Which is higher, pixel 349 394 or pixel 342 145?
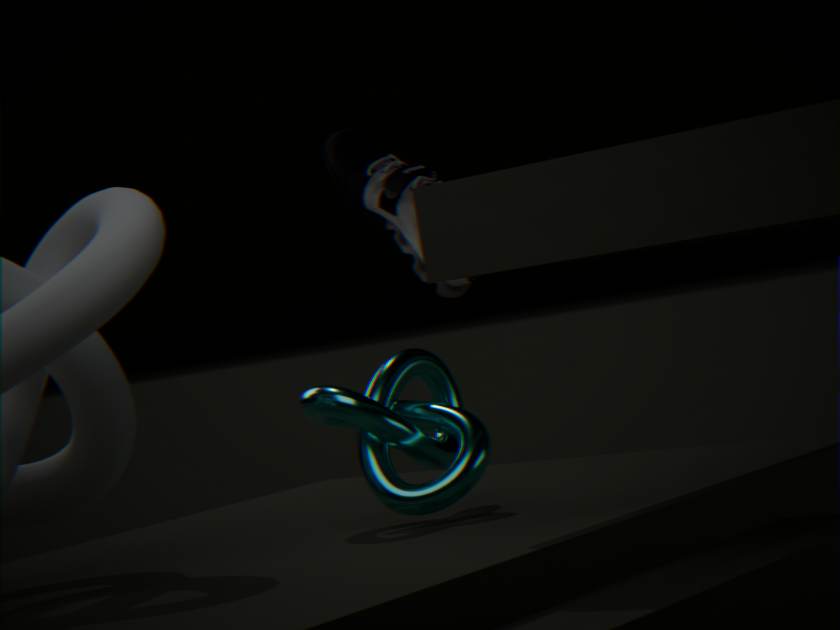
pixel 342 145
